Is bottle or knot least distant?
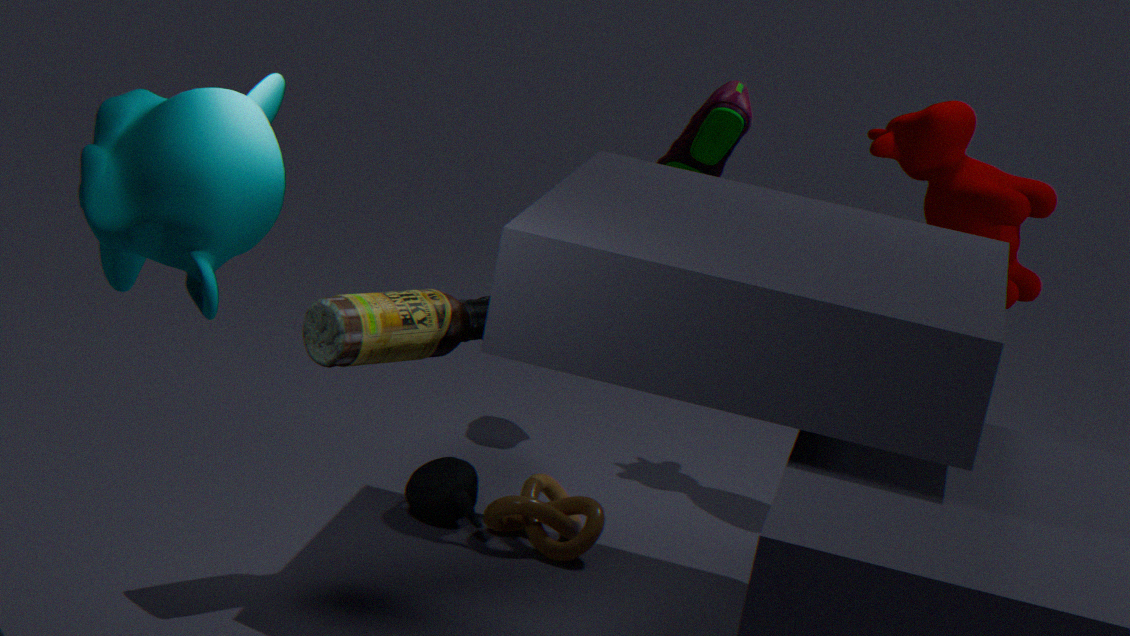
bottle
